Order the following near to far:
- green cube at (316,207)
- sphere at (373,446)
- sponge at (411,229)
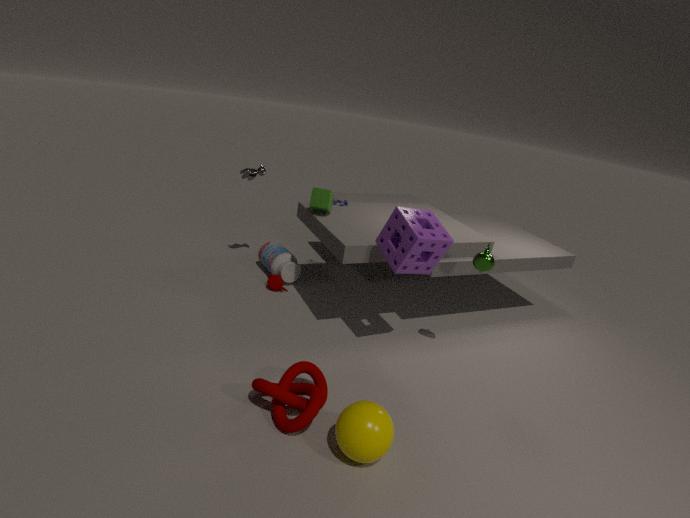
sphere at (373,446) < sponge at (411,229) < green cube at (316,207)
